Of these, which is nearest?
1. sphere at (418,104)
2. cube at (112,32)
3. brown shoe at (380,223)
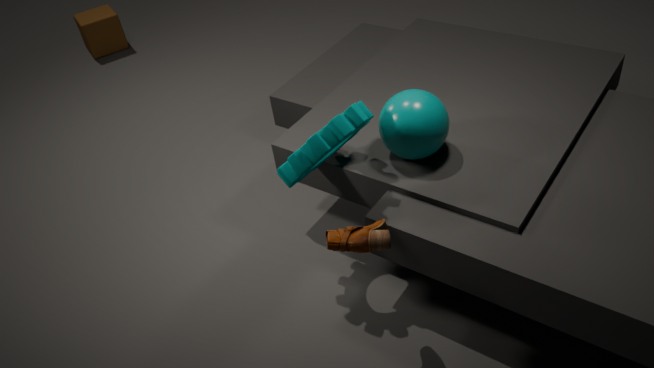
brown shoe at (380,223)
